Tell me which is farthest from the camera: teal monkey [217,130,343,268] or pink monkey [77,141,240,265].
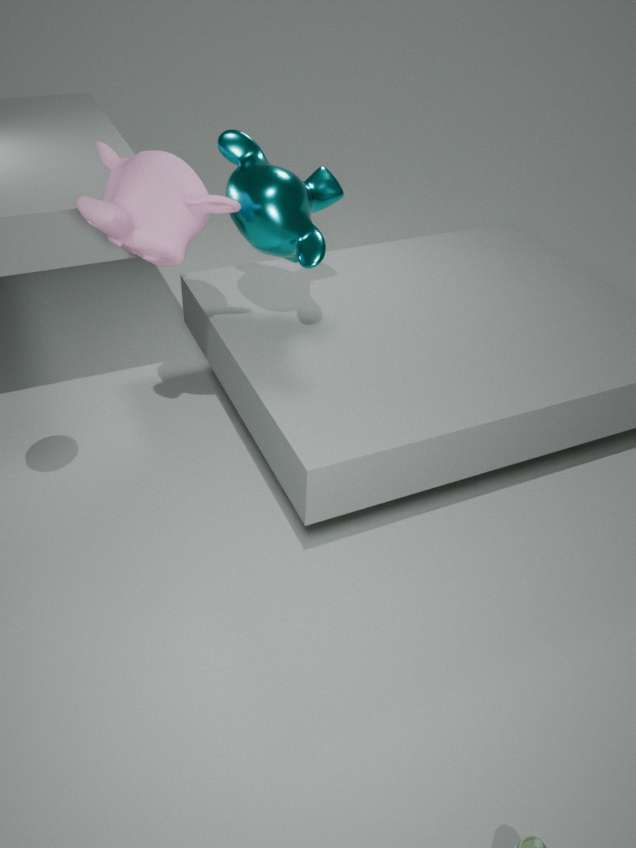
teal monkey [217,130,343,268]
